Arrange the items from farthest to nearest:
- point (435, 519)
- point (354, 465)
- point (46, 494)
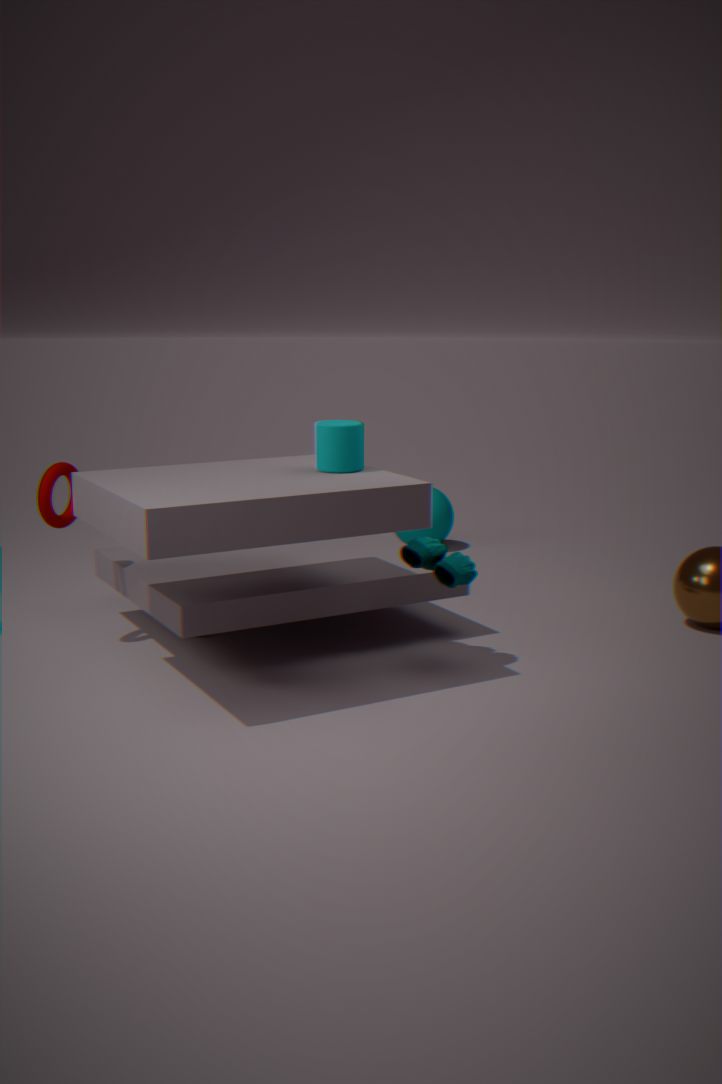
point (435, 519) → point (46, 494) → point (354, 465)
